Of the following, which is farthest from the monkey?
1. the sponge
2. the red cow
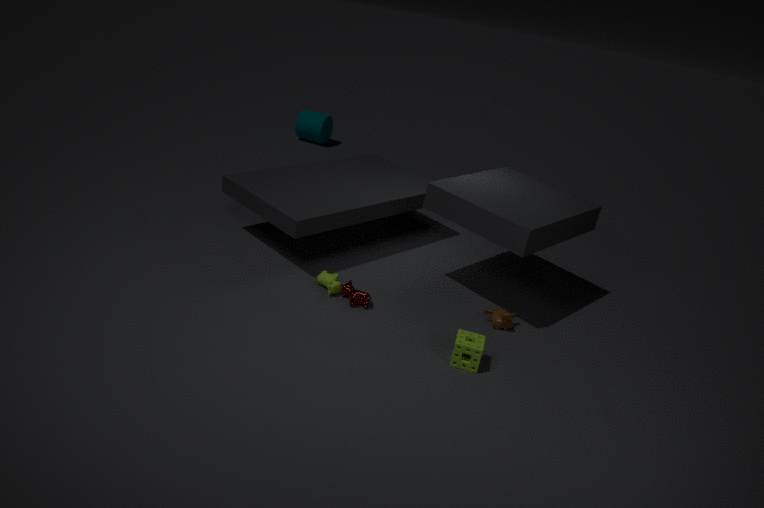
the red cow
